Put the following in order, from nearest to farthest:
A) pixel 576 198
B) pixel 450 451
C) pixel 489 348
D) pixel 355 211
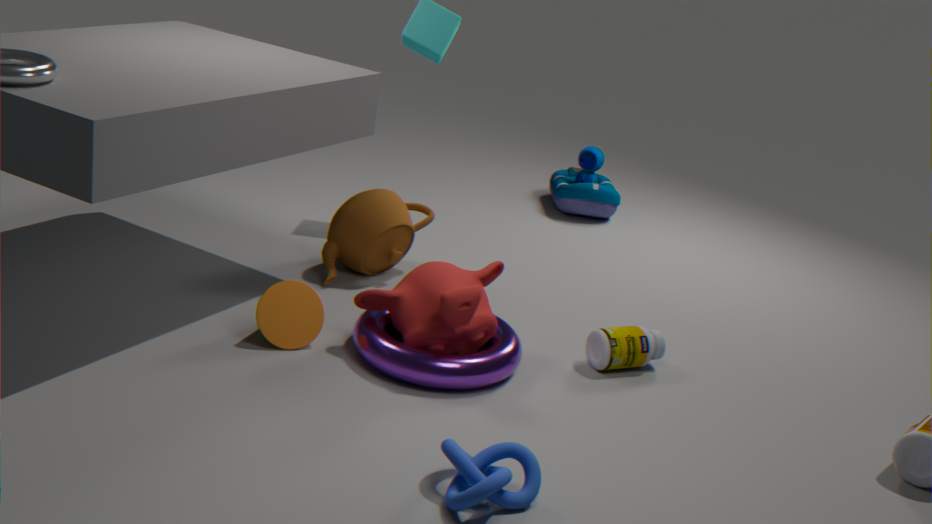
pixel 450 451
pixel 489 348
pixel 355 211
pixel 576 198
